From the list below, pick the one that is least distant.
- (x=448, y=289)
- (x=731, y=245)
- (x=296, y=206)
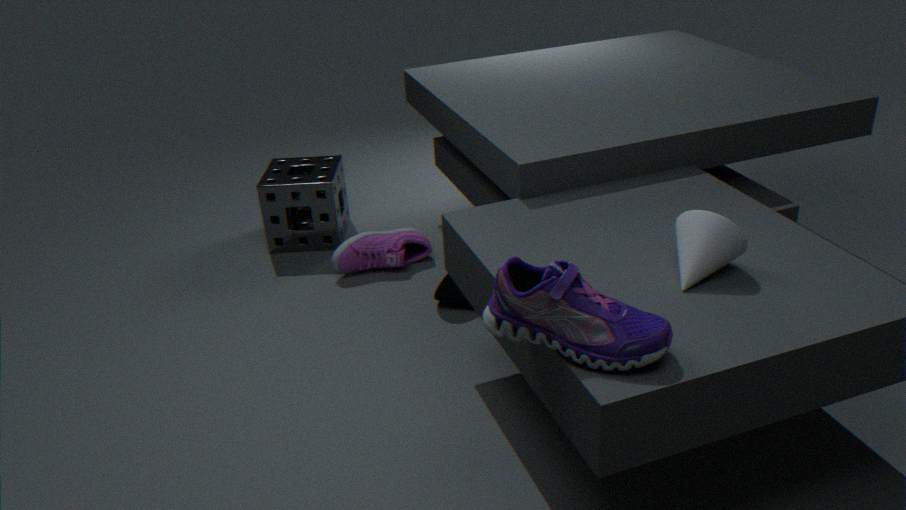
(x=731, y=245)
